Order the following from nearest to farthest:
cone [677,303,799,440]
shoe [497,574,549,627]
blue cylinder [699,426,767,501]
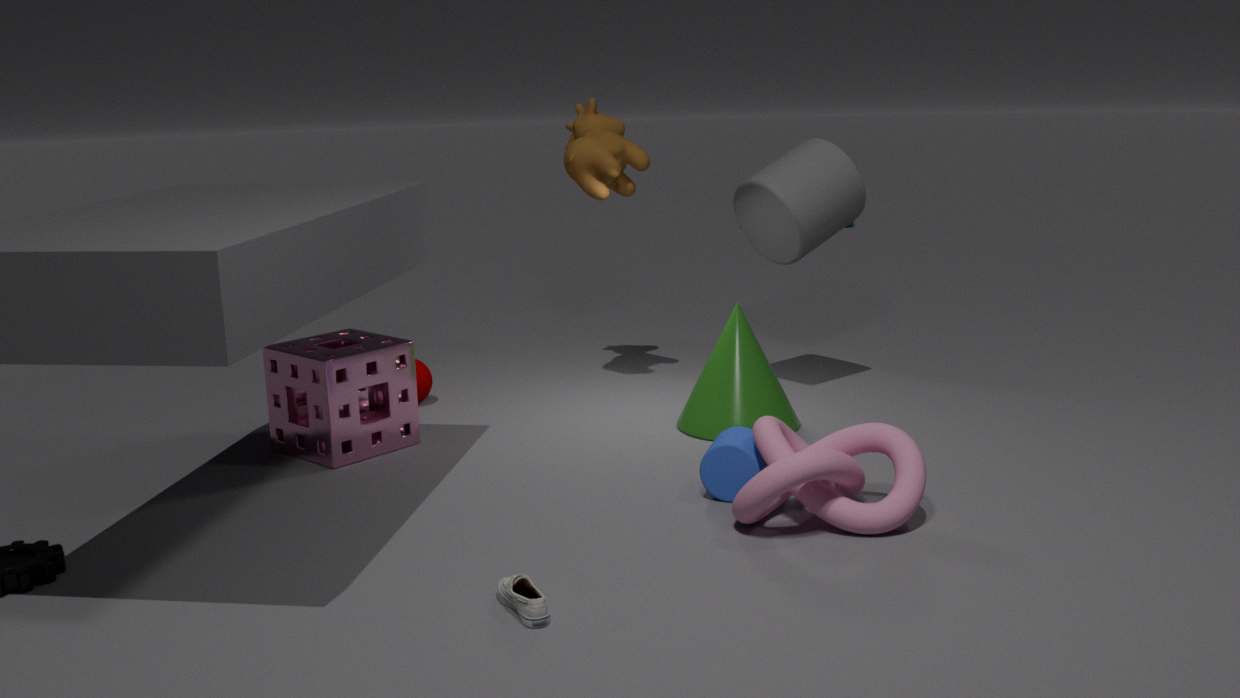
shoe [497,574,549,627] → blue cylinder [699,426,767,501] → cone [677,303,799,440]
